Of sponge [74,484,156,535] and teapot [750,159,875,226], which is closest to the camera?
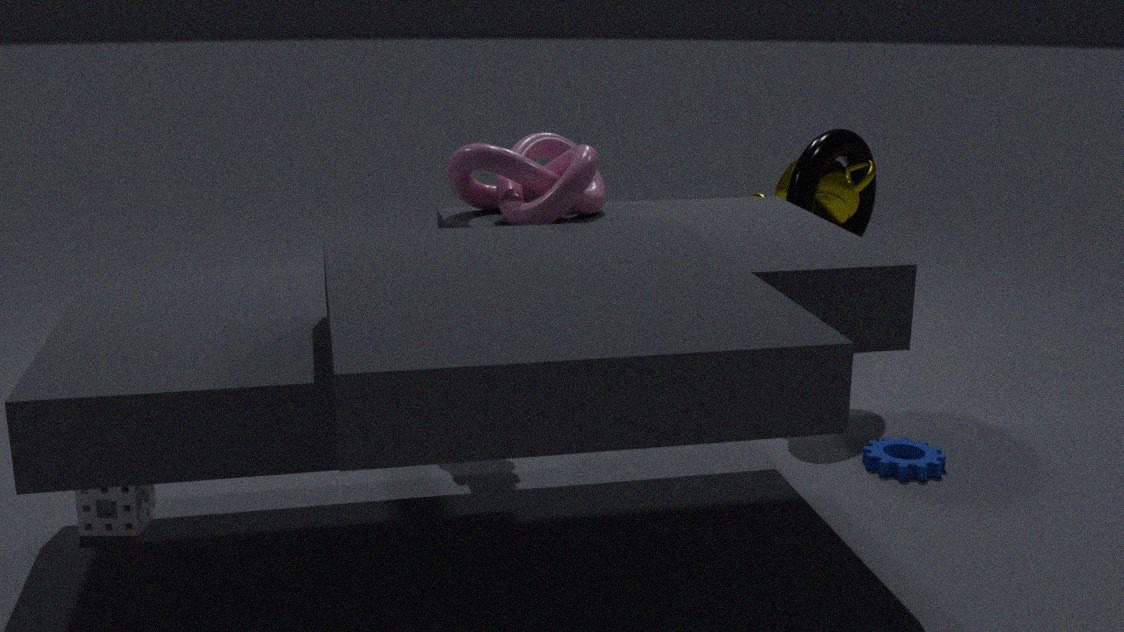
sponge [74,484,156,535]
